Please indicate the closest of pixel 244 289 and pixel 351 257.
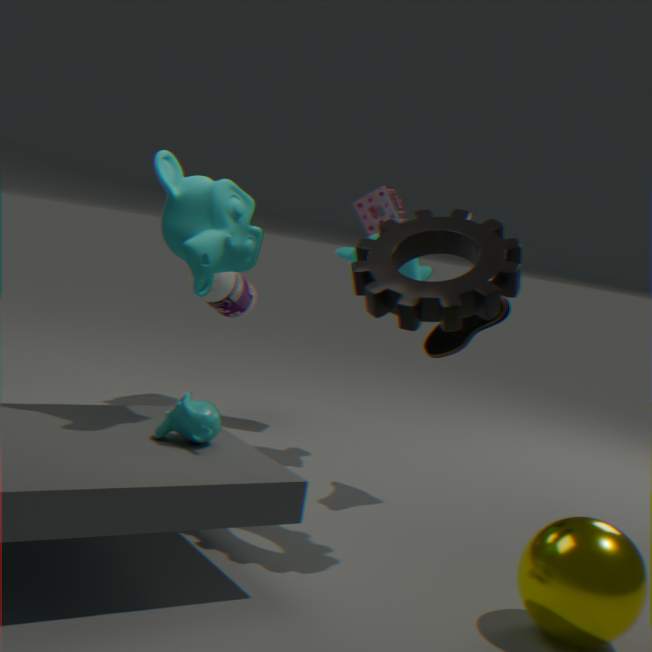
pixel 351 257
